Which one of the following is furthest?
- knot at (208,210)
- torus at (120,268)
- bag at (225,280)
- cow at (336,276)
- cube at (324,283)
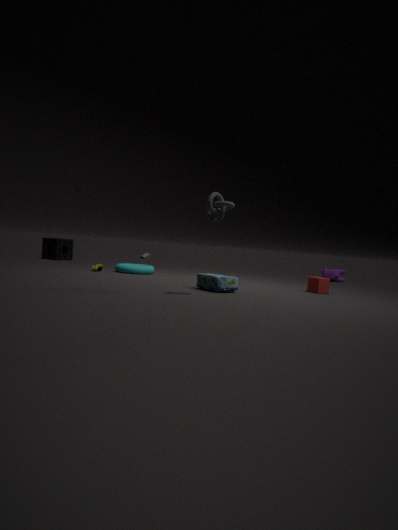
cow at (336,276)
